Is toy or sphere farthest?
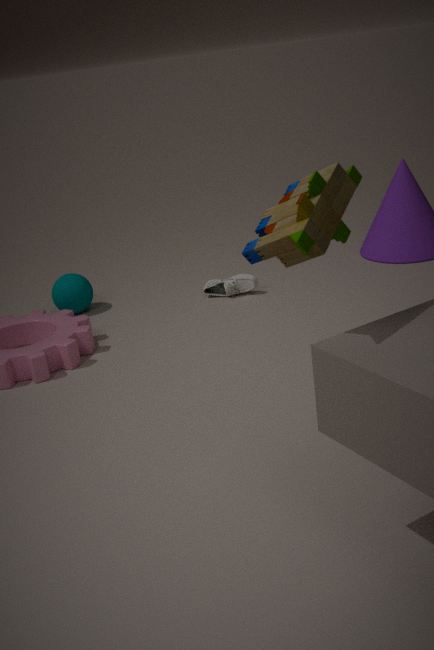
sphere
